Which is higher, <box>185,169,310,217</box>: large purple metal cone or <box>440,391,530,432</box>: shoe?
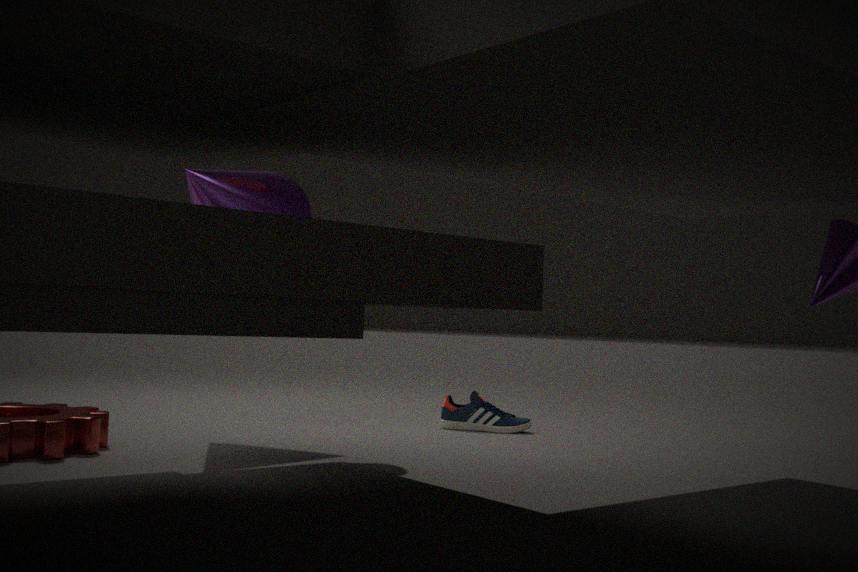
<box>185,169,310,217</box>: large purple metal cone
